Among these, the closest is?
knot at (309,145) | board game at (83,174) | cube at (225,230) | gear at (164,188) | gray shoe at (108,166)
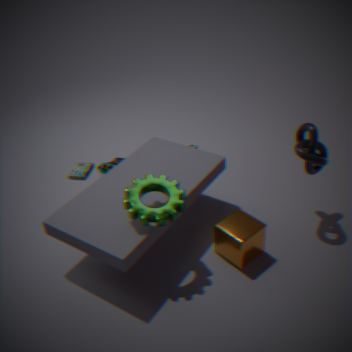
gear at (164,188)
